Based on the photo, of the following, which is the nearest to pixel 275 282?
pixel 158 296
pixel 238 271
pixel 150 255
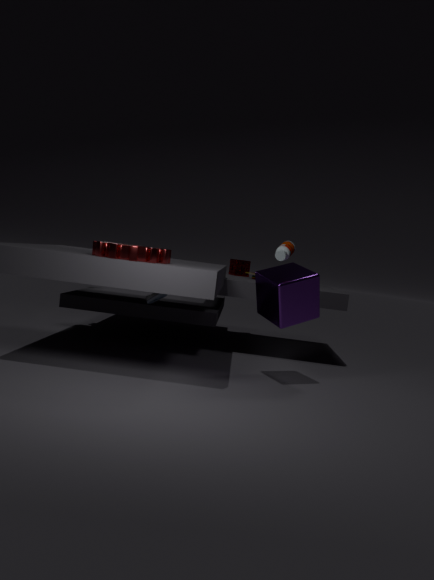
pixel 158 296
